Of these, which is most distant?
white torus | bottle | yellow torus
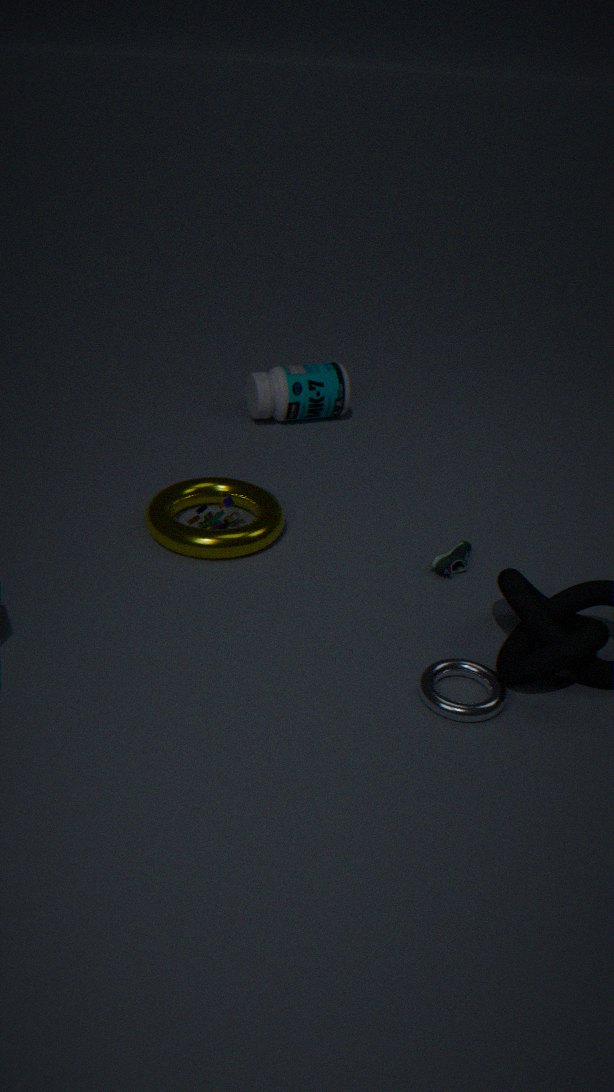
bottle
